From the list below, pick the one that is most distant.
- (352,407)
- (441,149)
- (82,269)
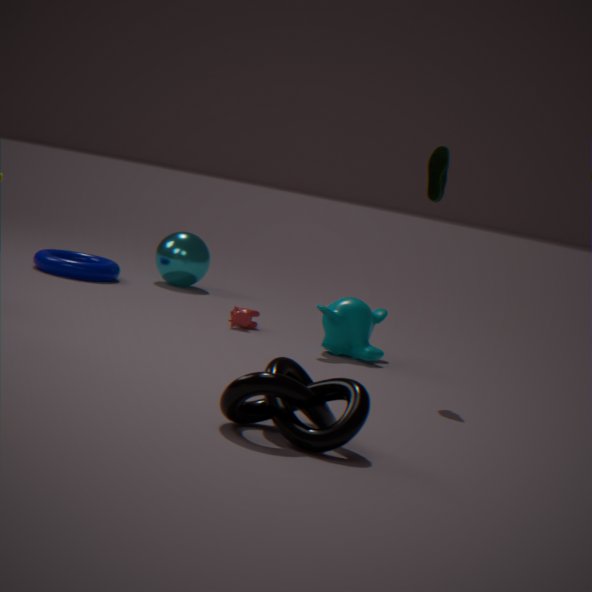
(82,269)
